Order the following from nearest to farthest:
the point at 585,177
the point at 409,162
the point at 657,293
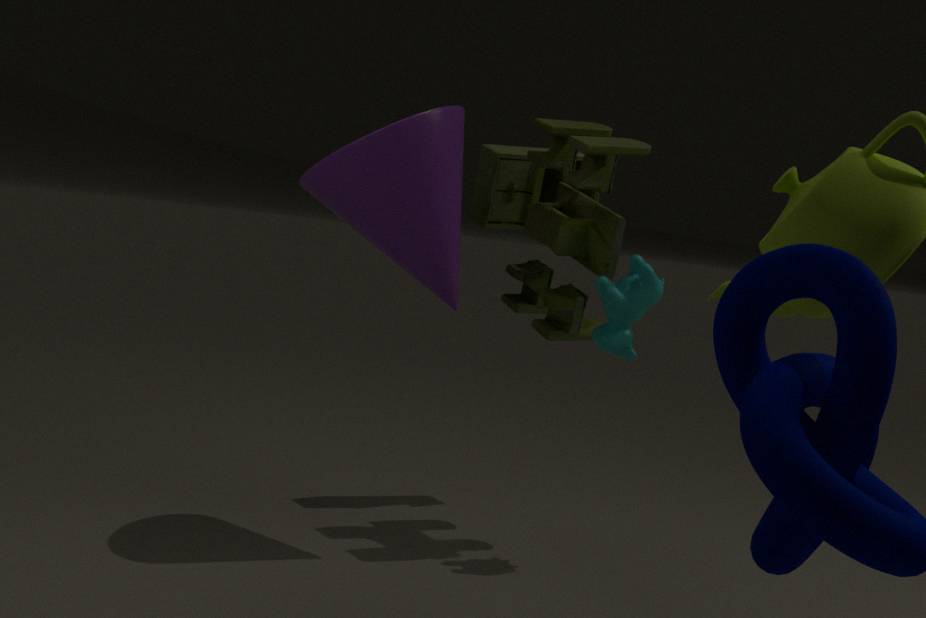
the point at 409,162
the point at 585,177
the point at 657,293
